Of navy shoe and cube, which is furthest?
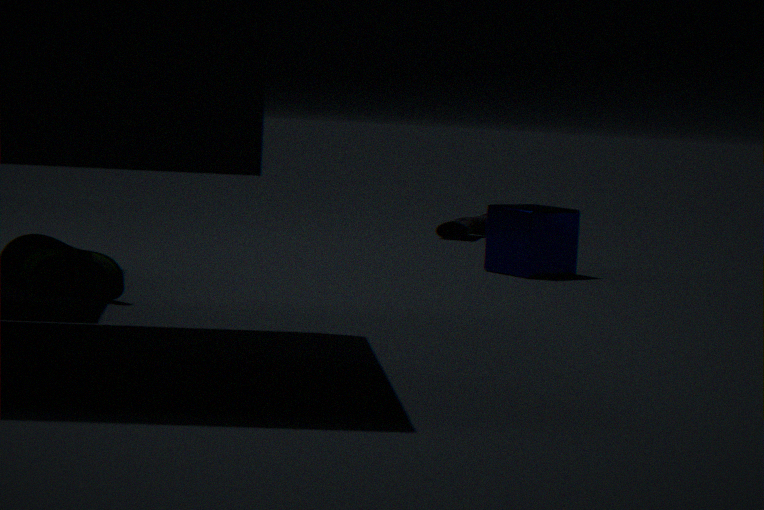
navy shoe
